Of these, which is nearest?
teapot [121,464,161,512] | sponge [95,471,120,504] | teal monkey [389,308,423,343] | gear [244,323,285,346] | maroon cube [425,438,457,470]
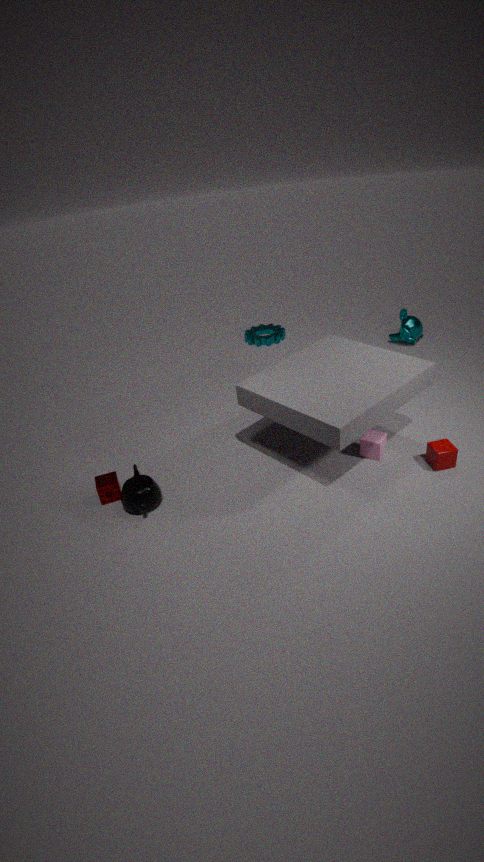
teapot [121,464,161,512]
